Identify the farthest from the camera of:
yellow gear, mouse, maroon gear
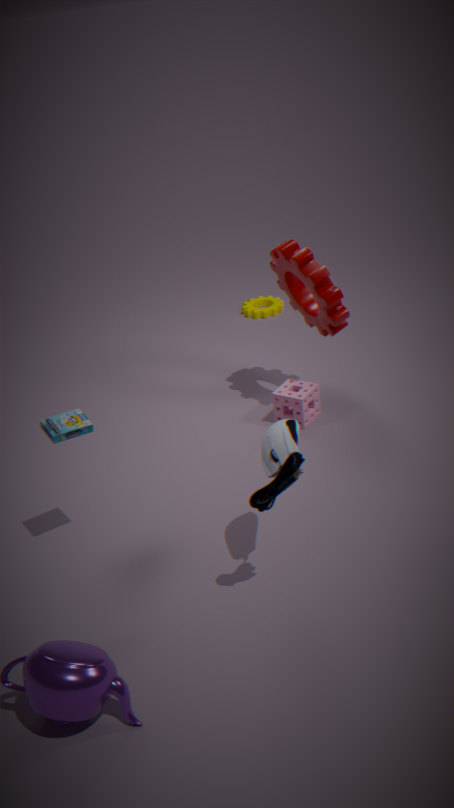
yellow gear
